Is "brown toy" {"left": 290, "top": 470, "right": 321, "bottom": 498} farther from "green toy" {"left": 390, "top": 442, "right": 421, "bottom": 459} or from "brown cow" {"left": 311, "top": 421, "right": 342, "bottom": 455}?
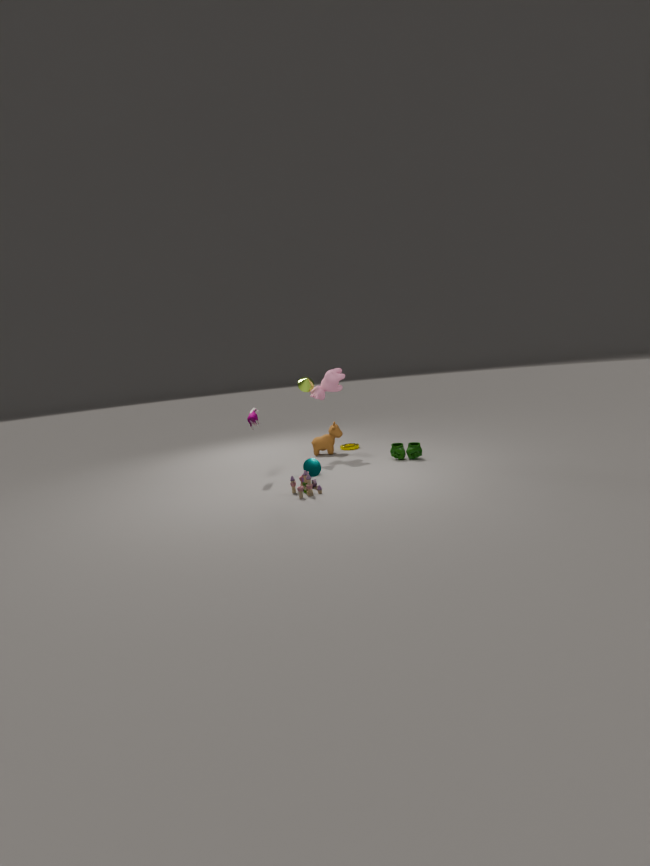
"brown cow" {"left": 311, "top": 421, "right": 342, "bottom": 455}
